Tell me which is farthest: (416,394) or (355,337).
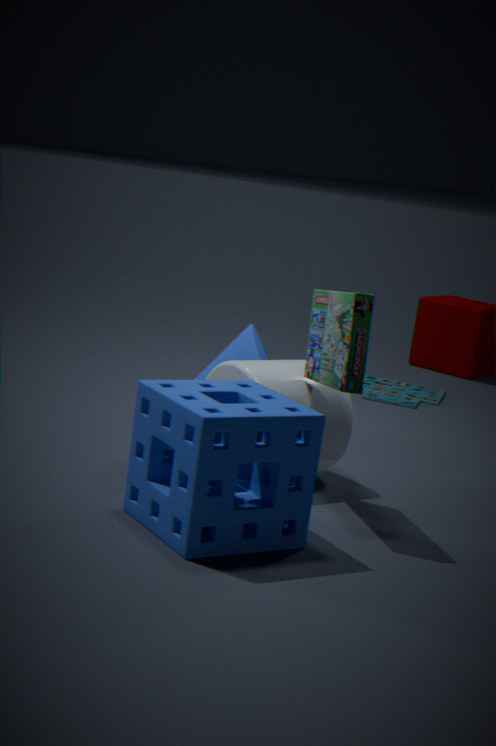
(416,394)
